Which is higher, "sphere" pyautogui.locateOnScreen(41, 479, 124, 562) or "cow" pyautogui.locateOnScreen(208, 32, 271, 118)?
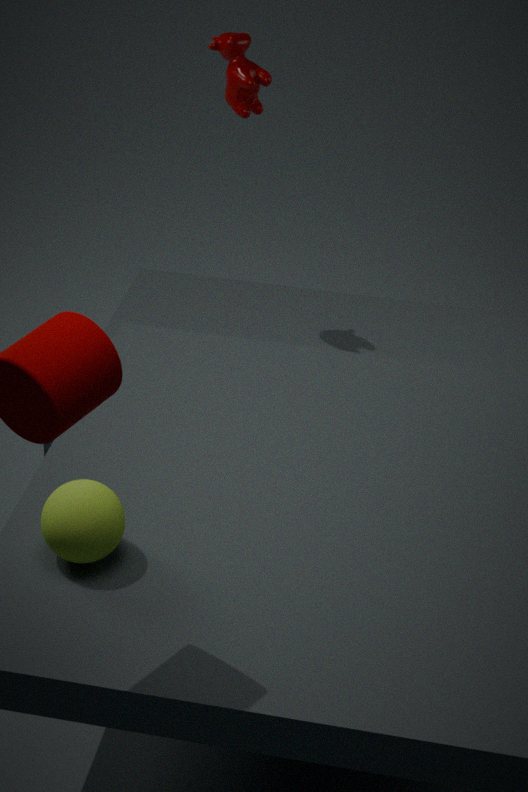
"cow" pyautogui.locateOnScreen(208, 32, 271, 118)
